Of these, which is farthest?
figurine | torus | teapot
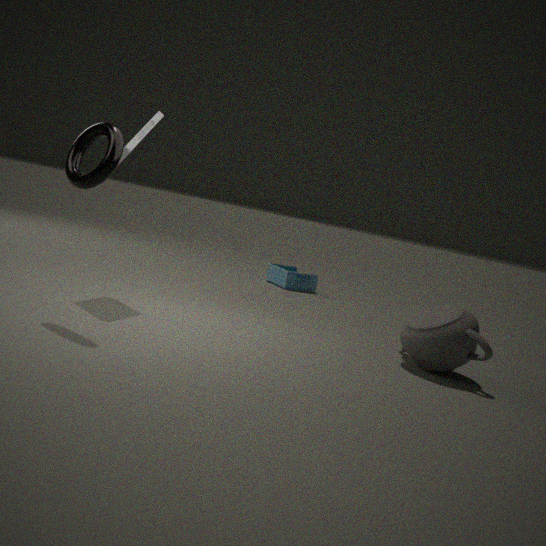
figurine
